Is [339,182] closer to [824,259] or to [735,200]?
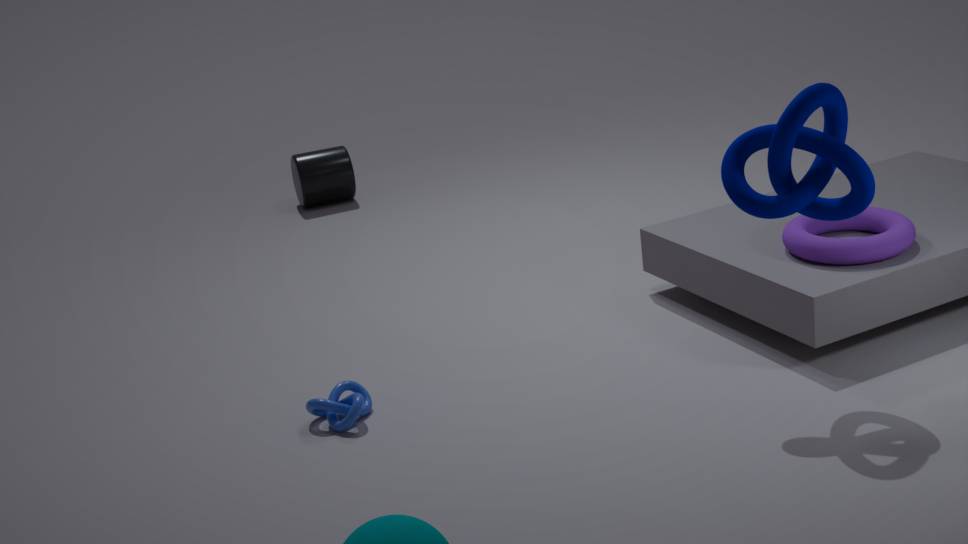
[824,259]
